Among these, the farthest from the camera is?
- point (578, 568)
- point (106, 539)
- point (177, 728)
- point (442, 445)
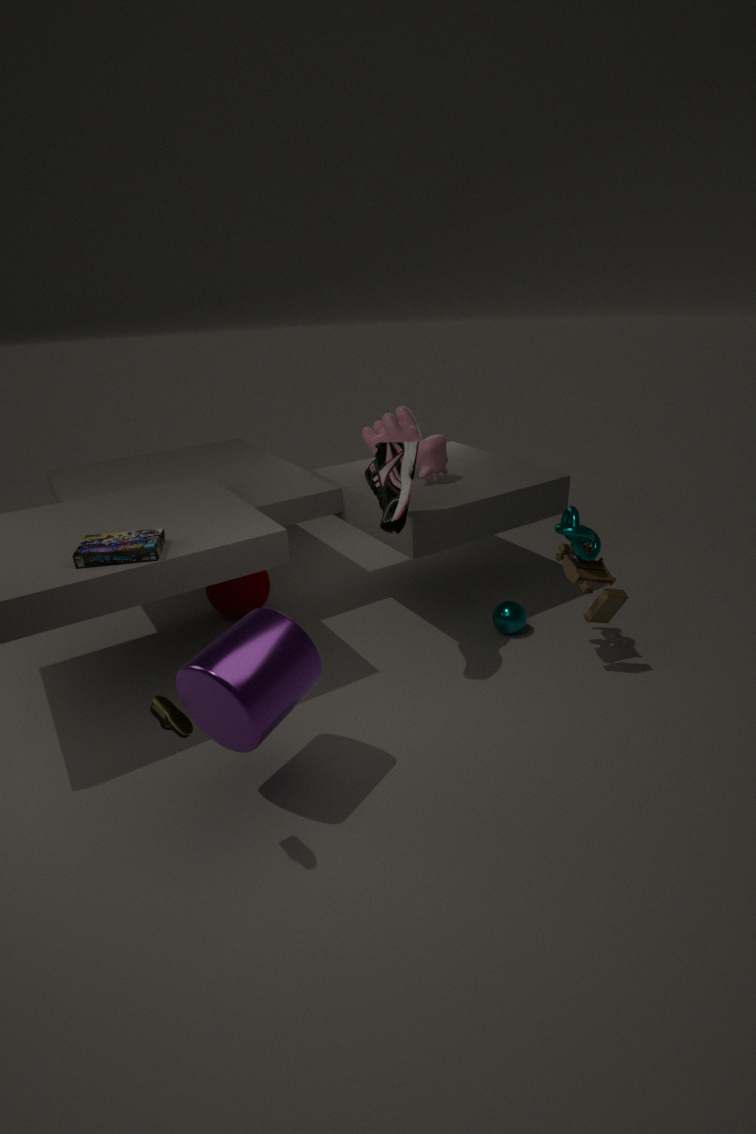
point (442, 445)
